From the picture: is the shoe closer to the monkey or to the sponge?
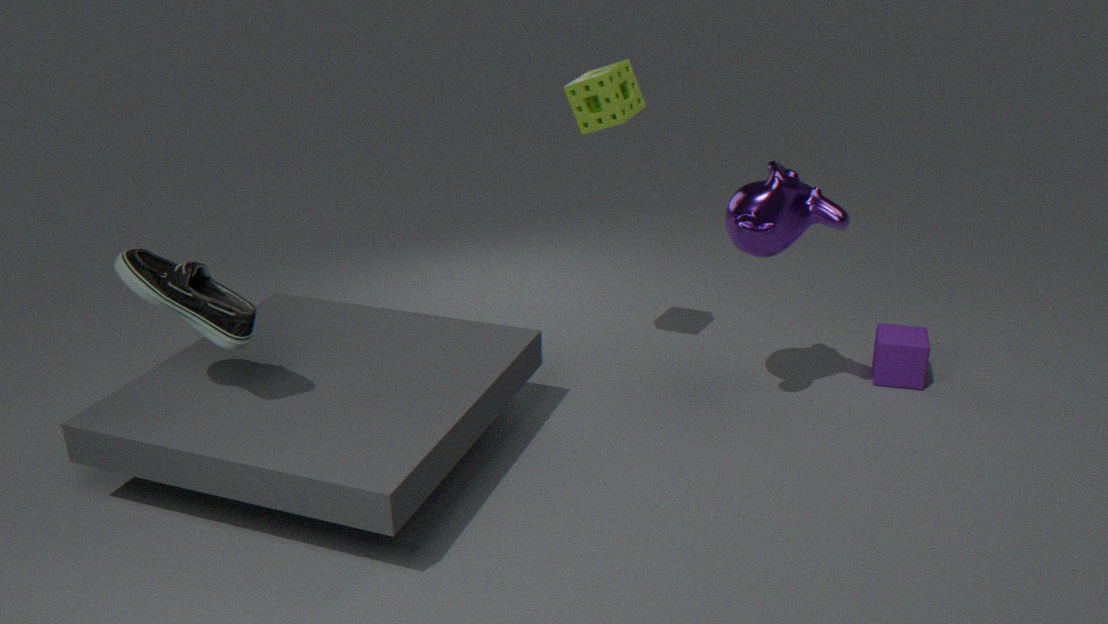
the sponge
